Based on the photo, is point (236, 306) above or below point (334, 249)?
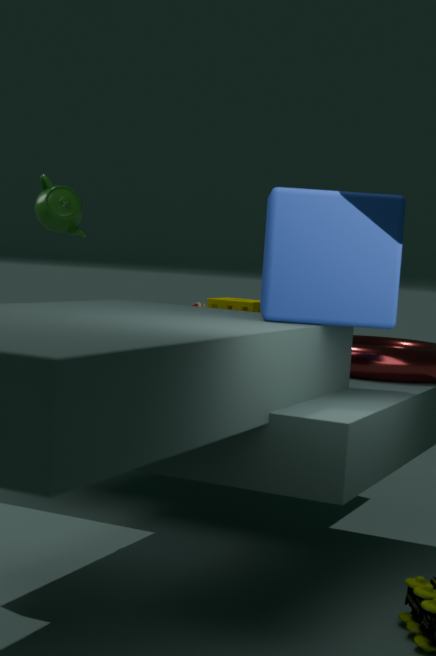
below
